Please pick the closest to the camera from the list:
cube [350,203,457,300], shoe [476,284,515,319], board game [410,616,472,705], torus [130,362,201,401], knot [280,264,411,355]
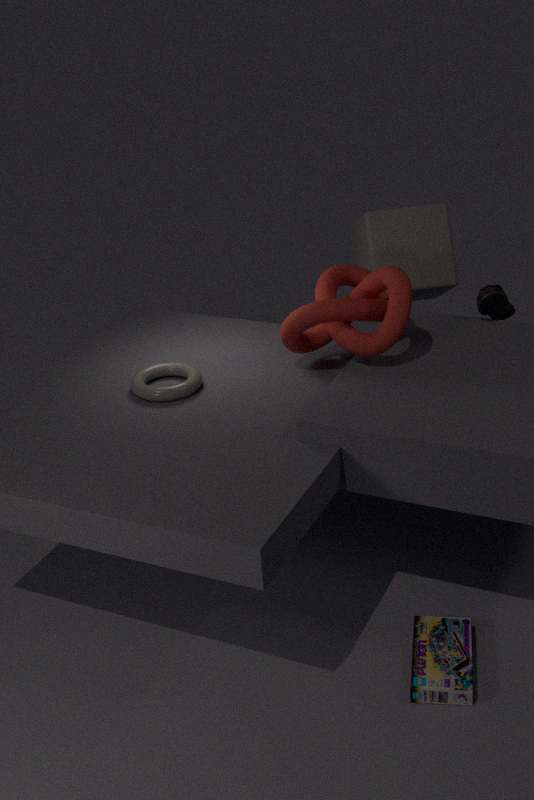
board game [410,616,472,705]
